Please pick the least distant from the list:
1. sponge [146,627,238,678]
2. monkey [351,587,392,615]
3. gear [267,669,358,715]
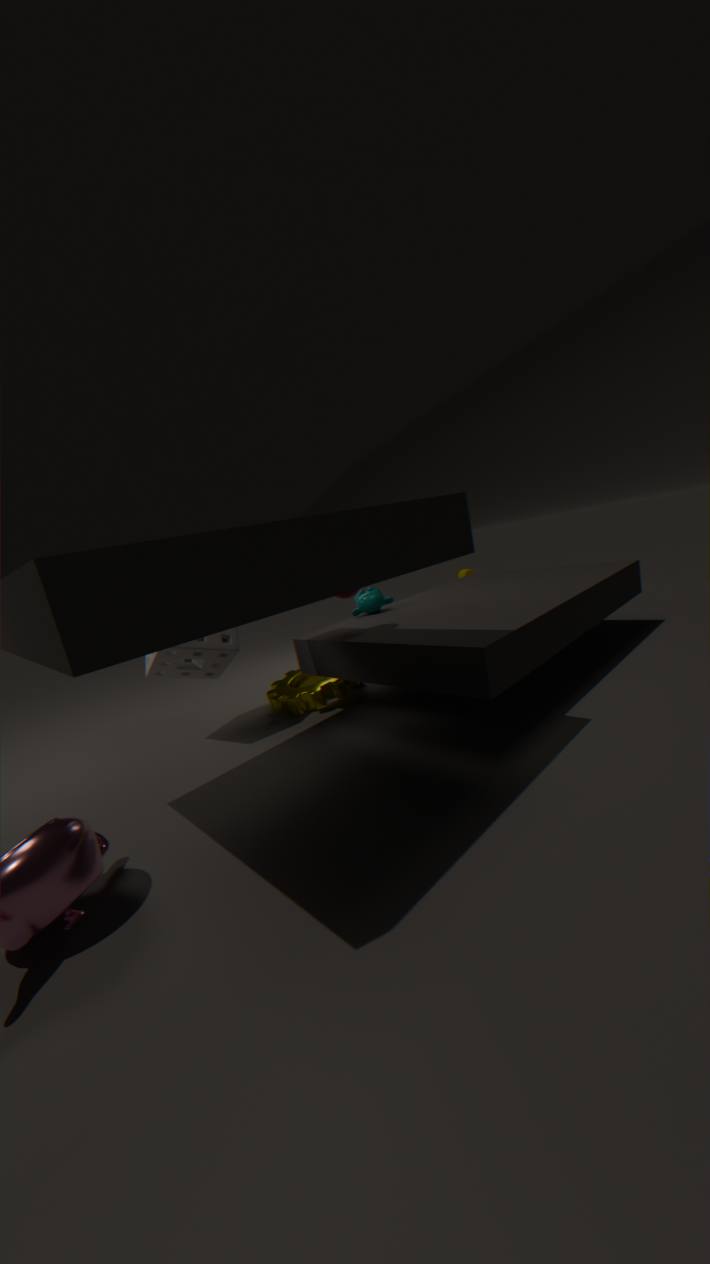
sponge [146,627,238,678]
